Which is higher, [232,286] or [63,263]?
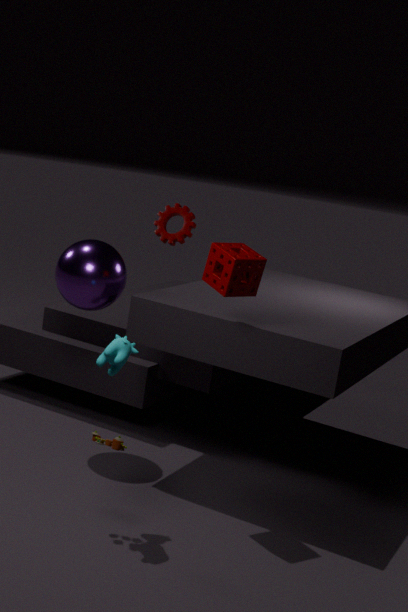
[232,286]
